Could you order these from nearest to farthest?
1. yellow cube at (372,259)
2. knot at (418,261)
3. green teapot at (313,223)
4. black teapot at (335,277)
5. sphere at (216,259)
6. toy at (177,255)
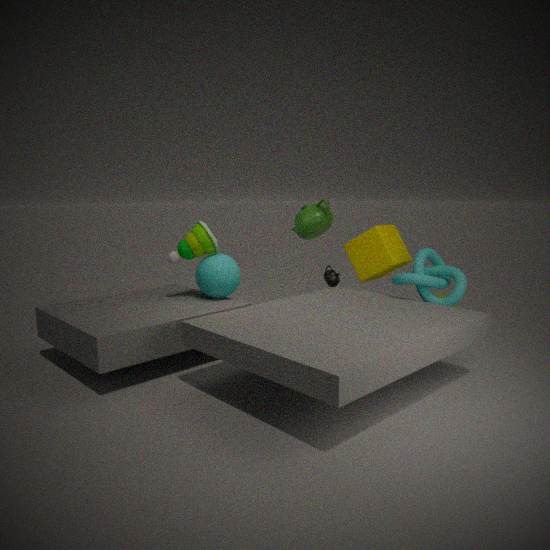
knot at (418,261) < sphere at (216,259) < toy at (177,255) < green teapot at (313,223) < yellow cube at (372,259) < black teapot at (335,277)
